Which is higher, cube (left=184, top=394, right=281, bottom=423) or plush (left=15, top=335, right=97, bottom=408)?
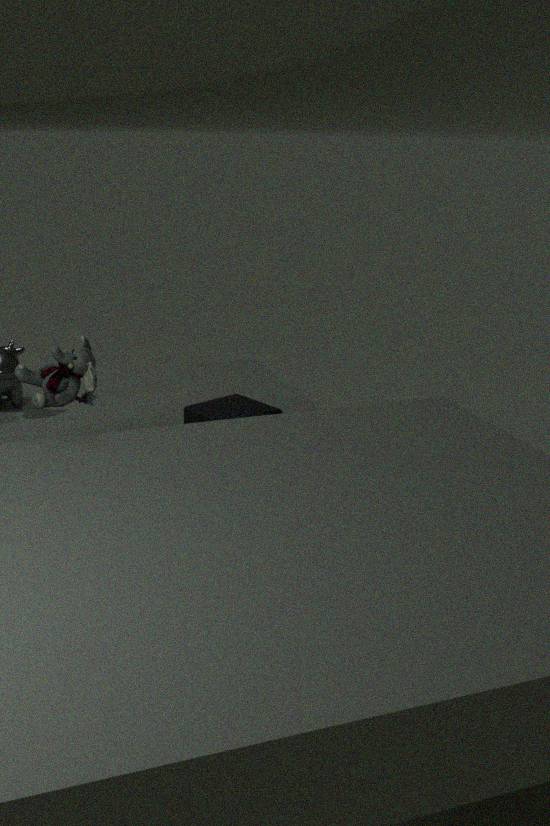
plush (left=15, top=335, right=97, bottom=408)
